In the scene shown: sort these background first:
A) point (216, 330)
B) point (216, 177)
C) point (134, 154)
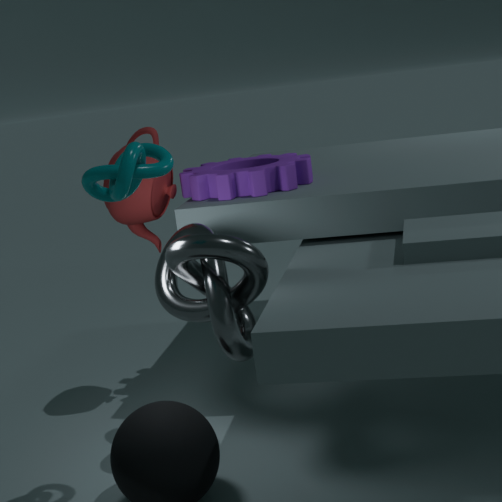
point (216, 177)
point (216, 330)
point (134, 154)
